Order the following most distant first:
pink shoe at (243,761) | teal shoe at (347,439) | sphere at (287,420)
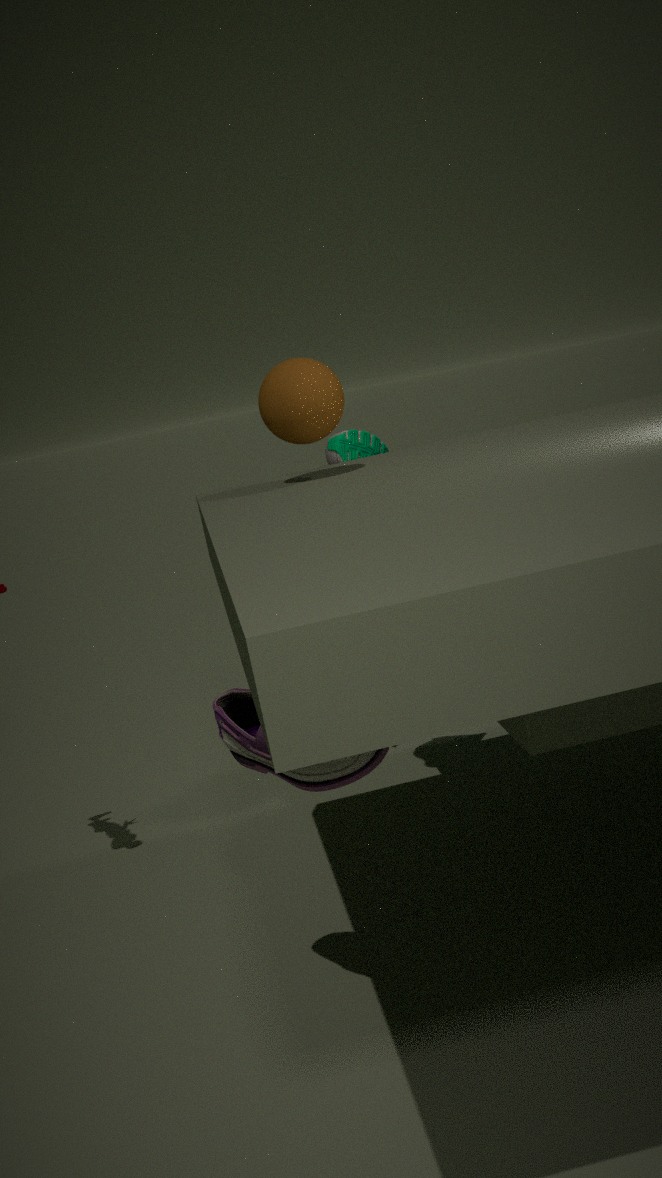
teal shoe at (347,439), sphere at (287,420), pink shoe at (243,761)
